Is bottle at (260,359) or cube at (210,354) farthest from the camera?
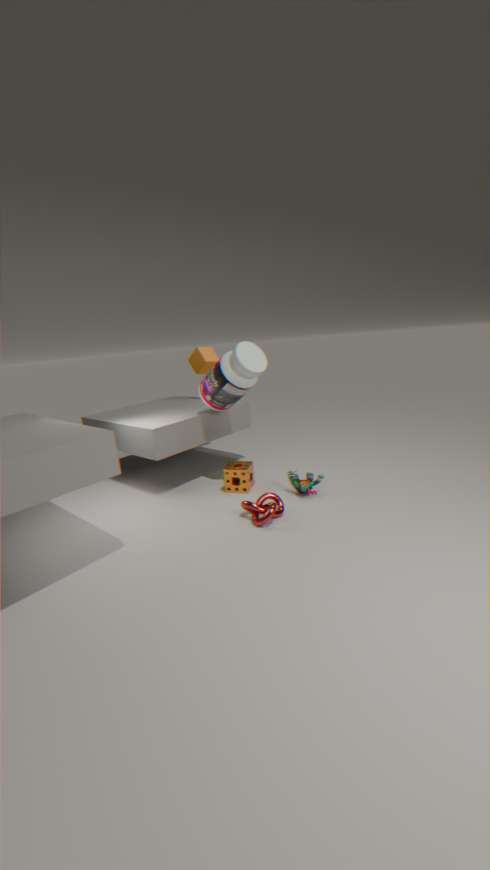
cube at (210,354)
